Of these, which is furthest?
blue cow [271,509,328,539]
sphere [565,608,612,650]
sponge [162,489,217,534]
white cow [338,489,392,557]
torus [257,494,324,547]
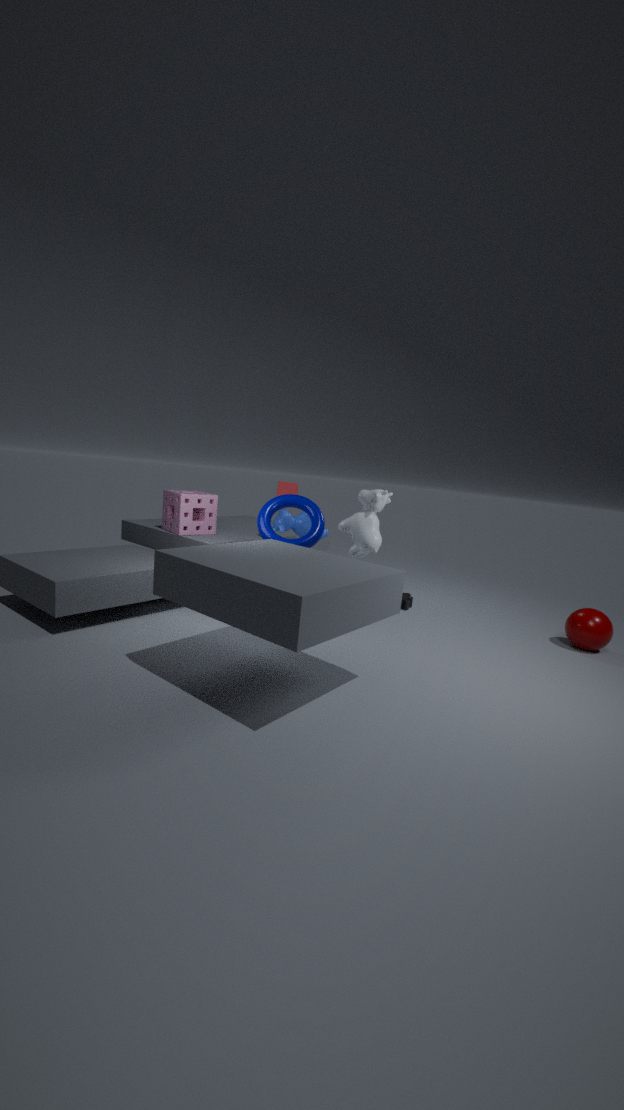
blue cow [271,509,328,539]
